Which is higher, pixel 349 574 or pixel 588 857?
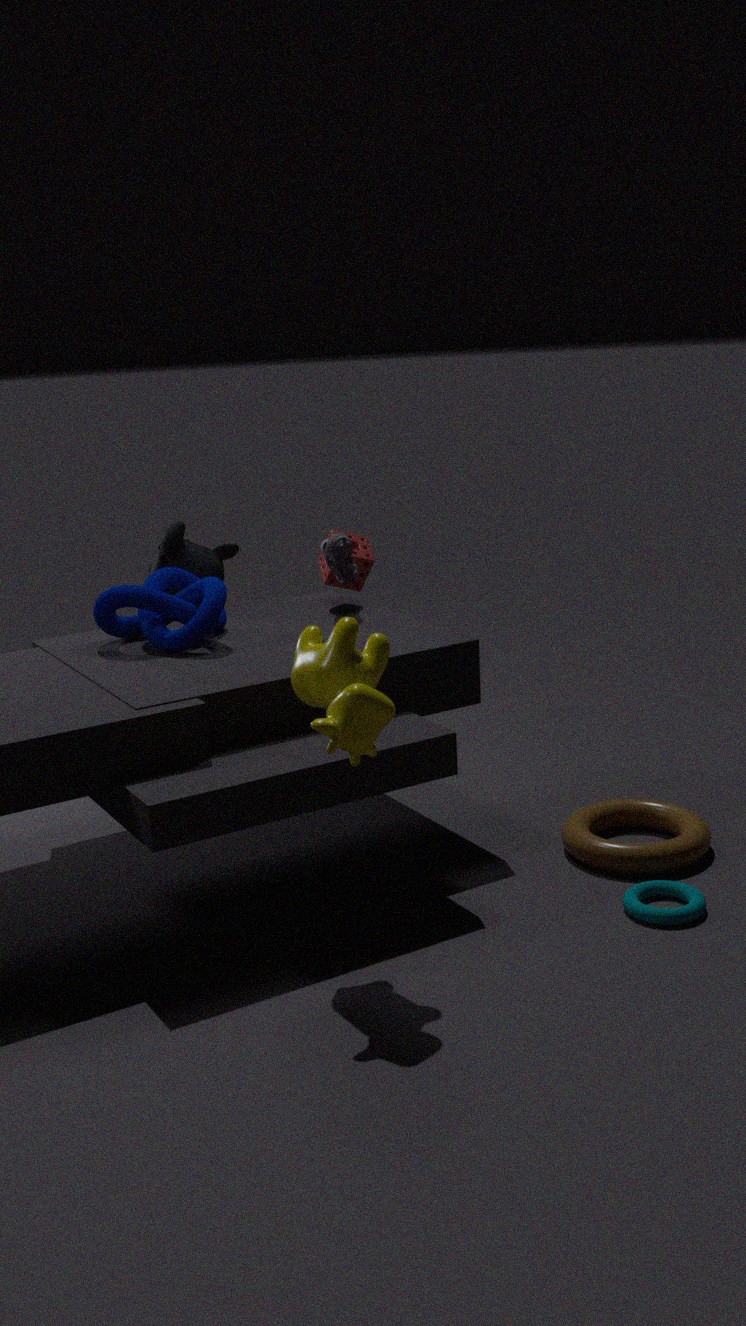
pixel 349 574
